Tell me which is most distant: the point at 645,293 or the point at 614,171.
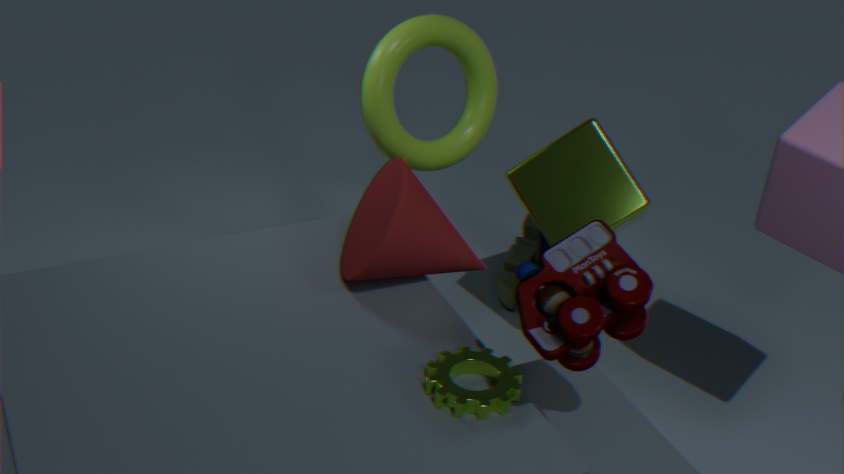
the point at 614,171
